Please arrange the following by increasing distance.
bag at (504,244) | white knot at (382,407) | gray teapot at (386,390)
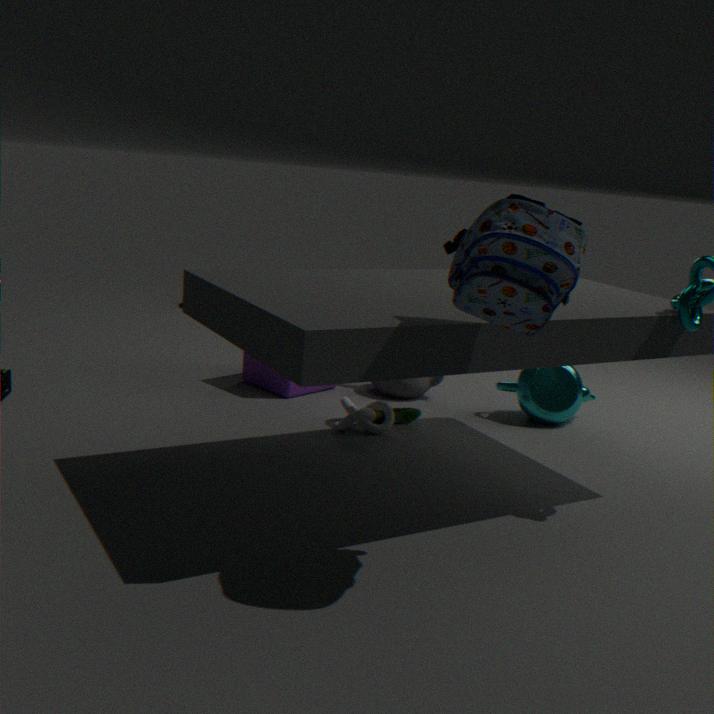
bag at (504,244) → white knot at (382,407) → gray teapot at (386,390)
